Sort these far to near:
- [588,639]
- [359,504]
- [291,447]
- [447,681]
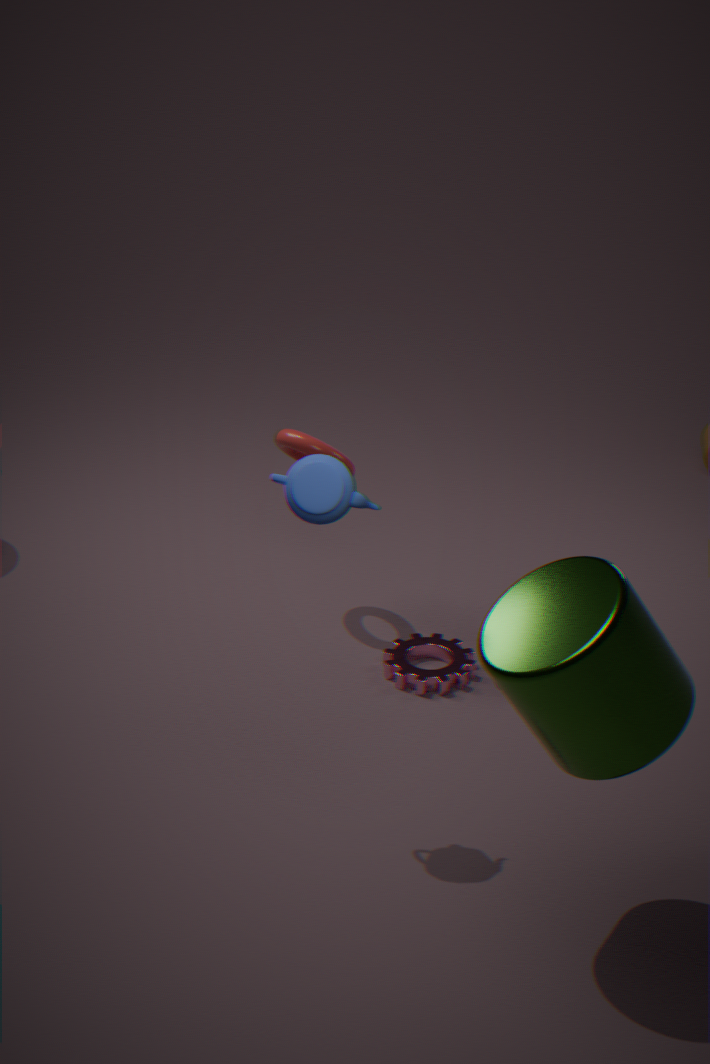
[291,447] → [447,681] → [359,504] → [588,639]
